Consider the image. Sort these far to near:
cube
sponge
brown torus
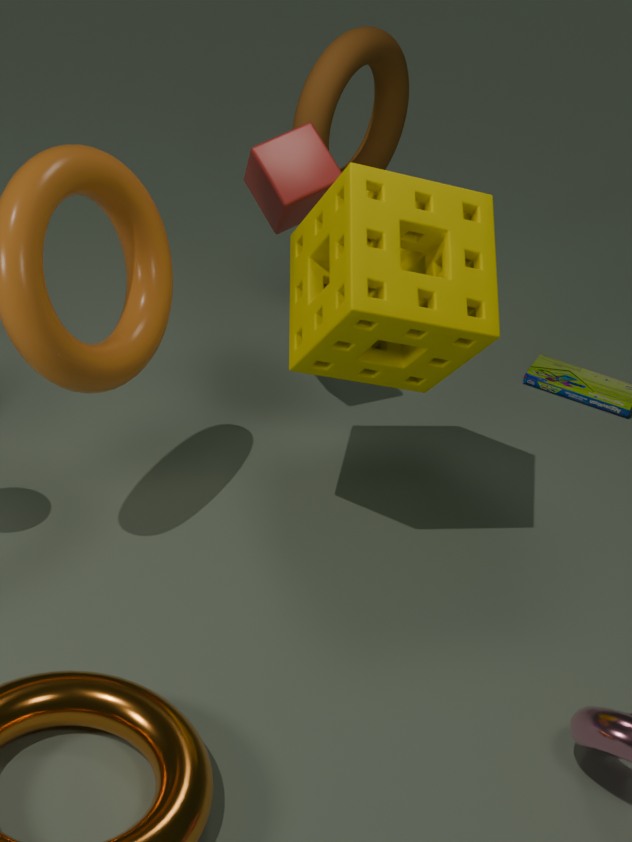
brown torus
cube
sponge
